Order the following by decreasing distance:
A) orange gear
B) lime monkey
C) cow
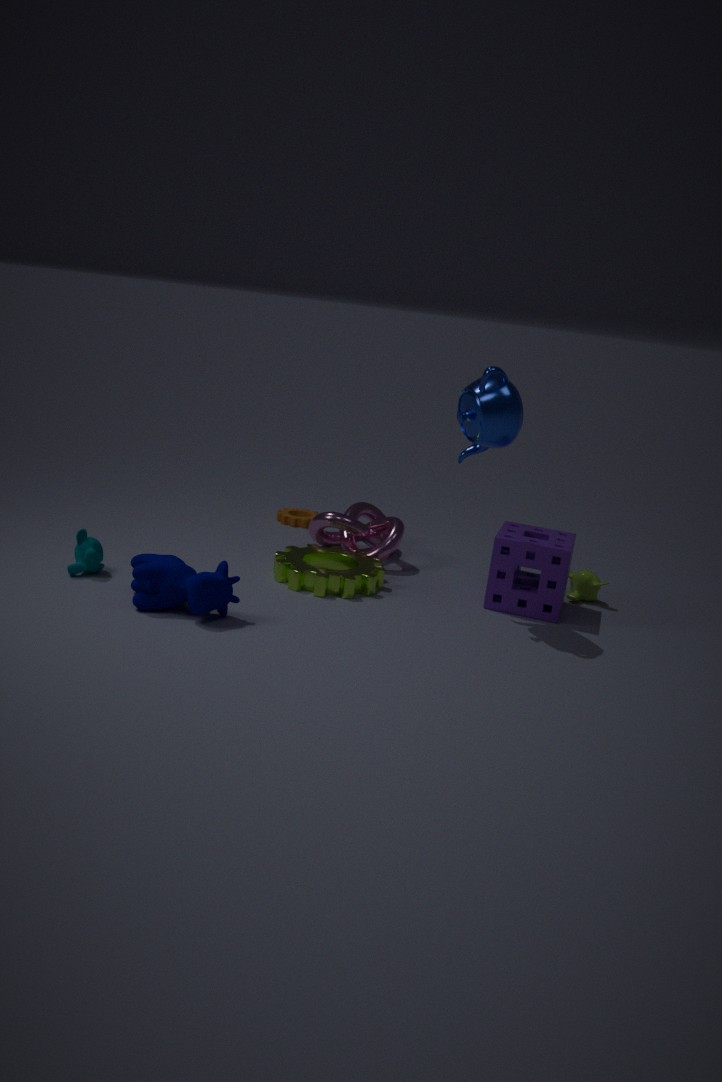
orange gear < lime monkey < cow
